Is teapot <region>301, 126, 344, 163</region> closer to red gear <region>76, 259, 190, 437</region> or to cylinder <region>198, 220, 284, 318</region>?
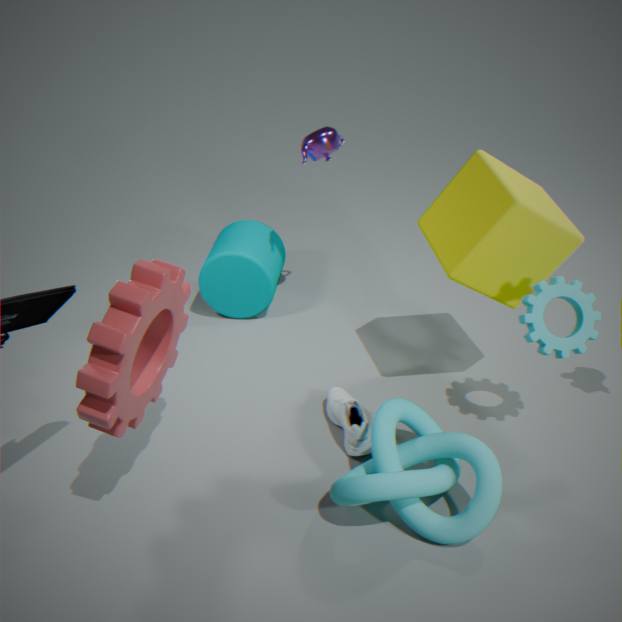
cylinder <region>198, 220, 284, 318</region>
